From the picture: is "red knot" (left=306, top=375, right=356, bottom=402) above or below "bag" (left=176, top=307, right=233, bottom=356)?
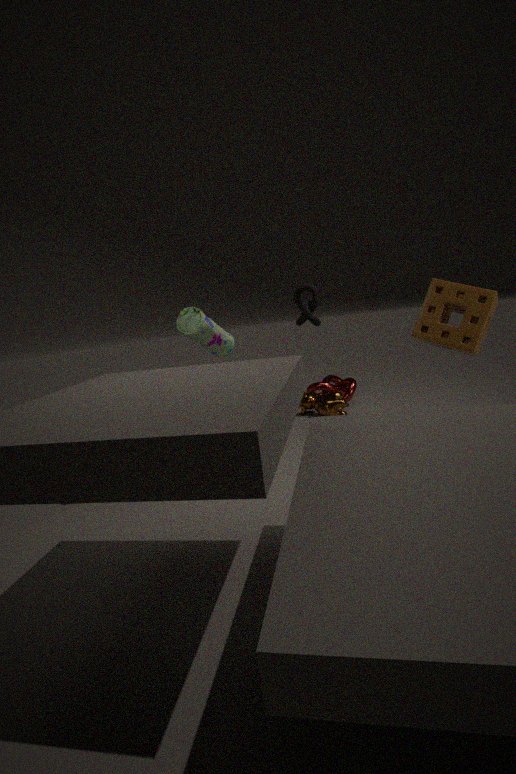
below
